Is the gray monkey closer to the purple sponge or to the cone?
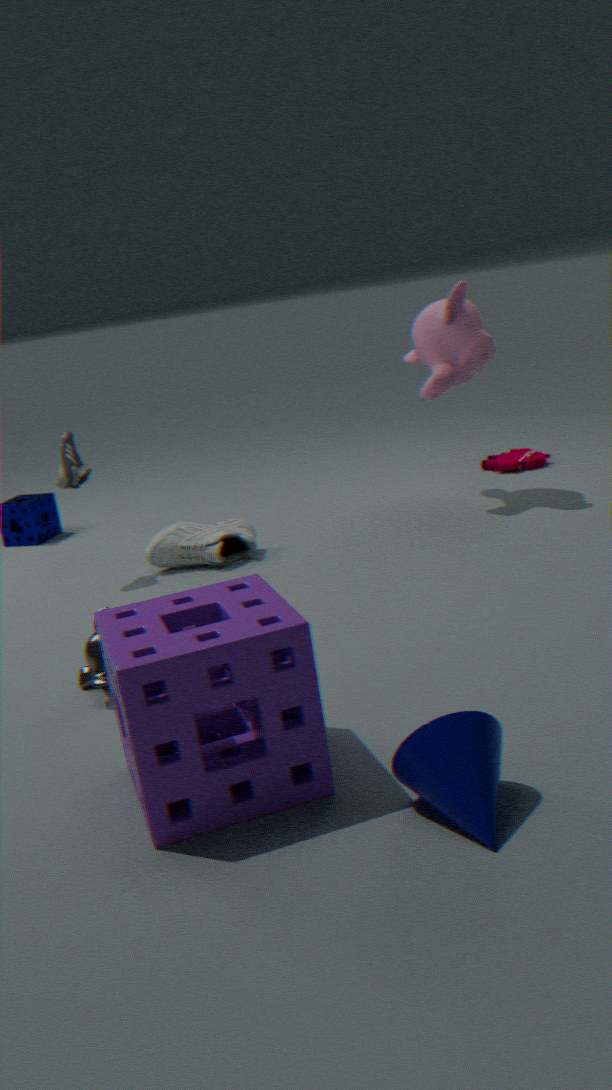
the purple sponge
